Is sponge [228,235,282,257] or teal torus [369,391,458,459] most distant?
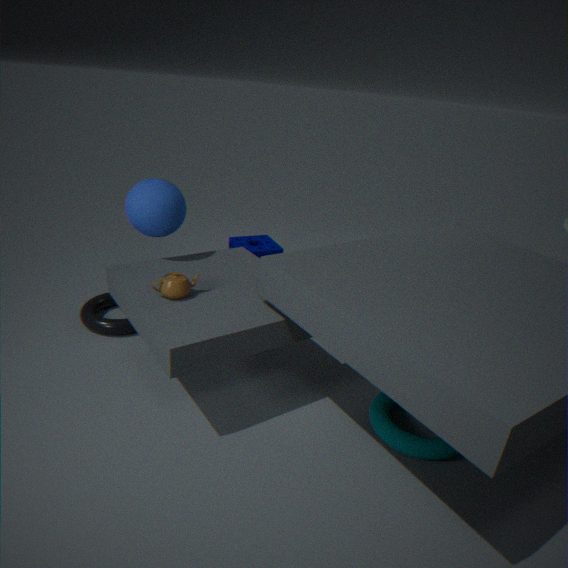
sponge [228,235,282,257]
